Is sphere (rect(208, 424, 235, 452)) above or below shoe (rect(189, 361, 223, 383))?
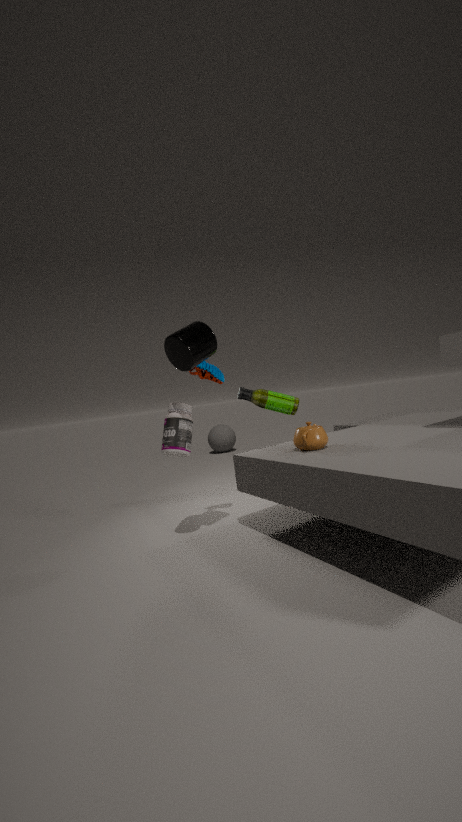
below
